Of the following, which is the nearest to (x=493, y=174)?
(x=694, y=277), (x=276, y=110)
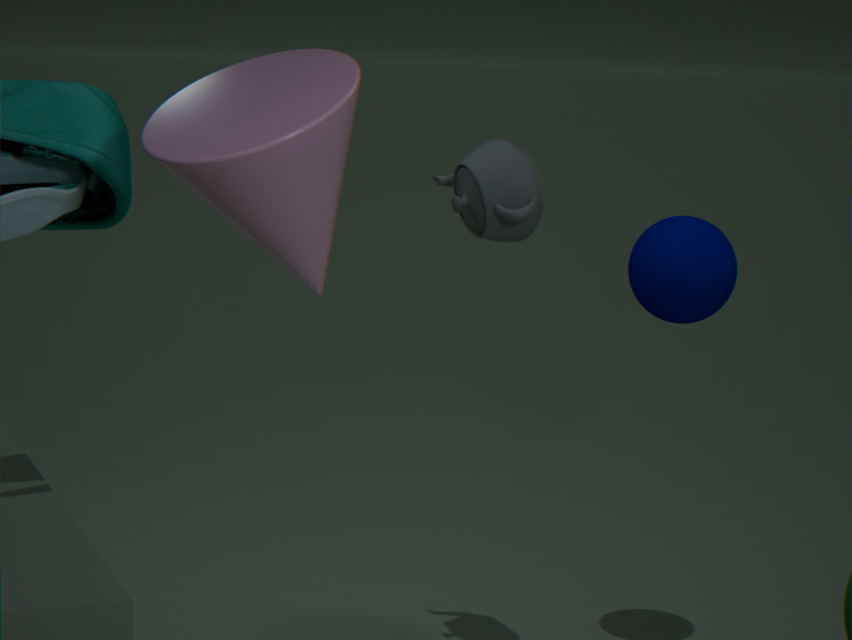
(x=694, y=277)
